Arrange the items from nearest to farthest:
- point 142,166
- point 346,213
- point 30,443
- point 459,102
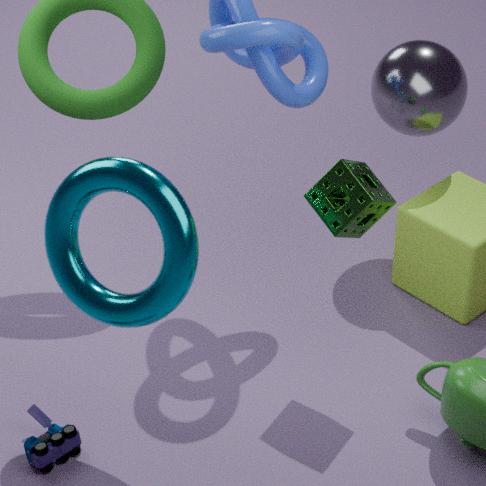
point 142,166, point 30,443, point 346,213, point 459,102
